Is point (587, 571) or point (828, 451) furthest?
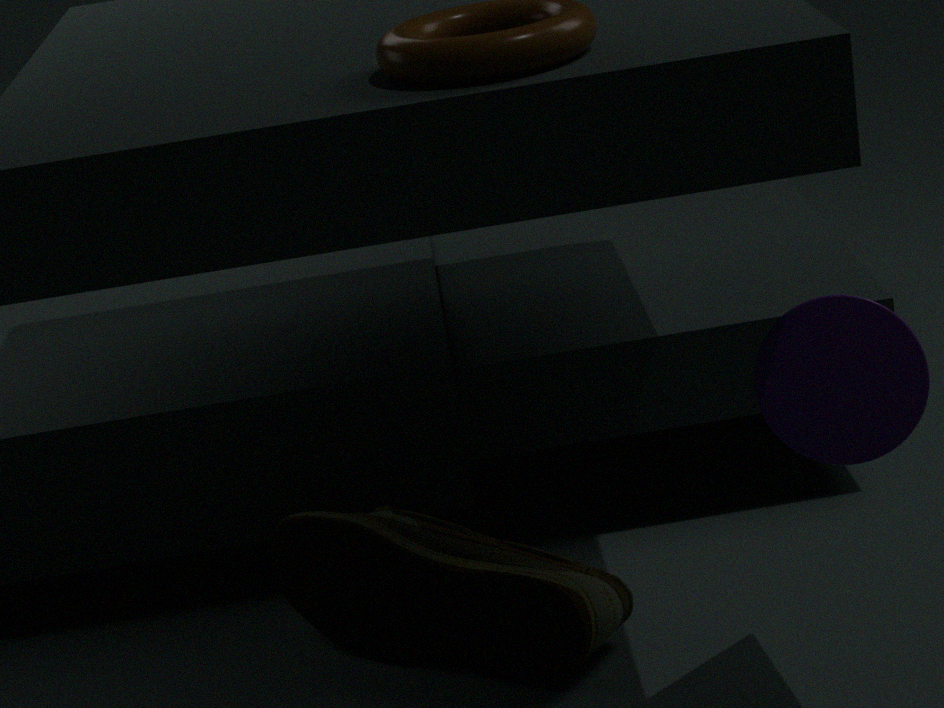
point (587, 571)
